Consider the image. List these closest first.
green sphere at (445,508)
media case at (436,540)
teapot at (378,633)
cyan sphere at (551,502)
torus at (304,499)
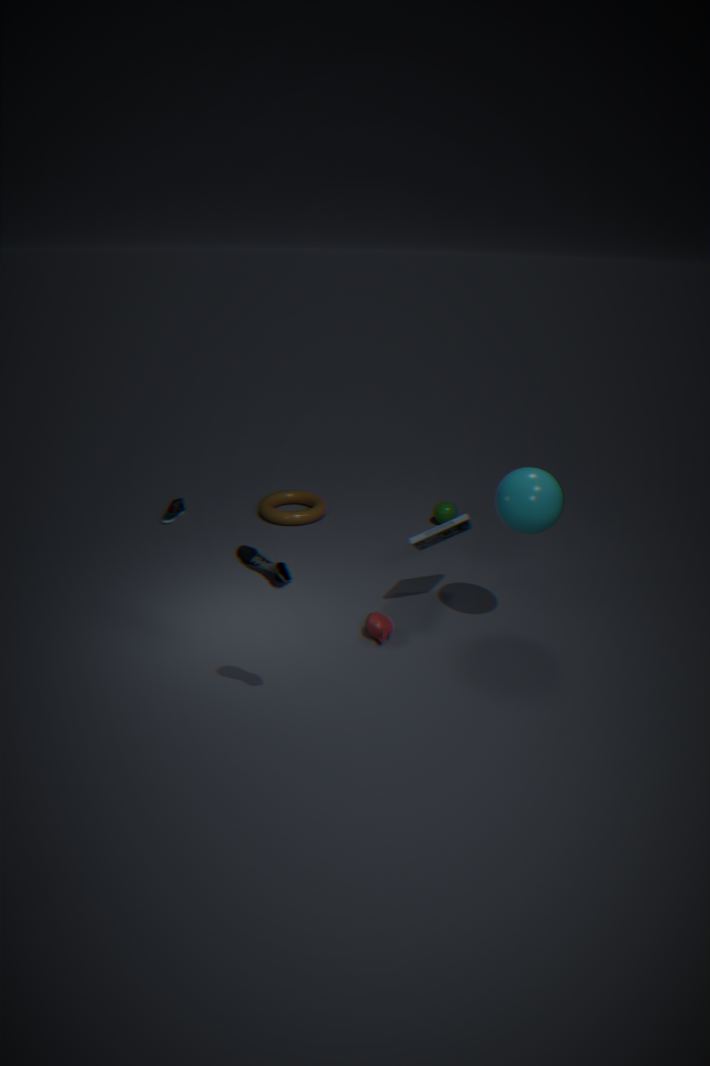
cyan sphere at (551,502), teapot at (378,633), media case at (436,540), torus at (304,499), green sphere at (445,508)
